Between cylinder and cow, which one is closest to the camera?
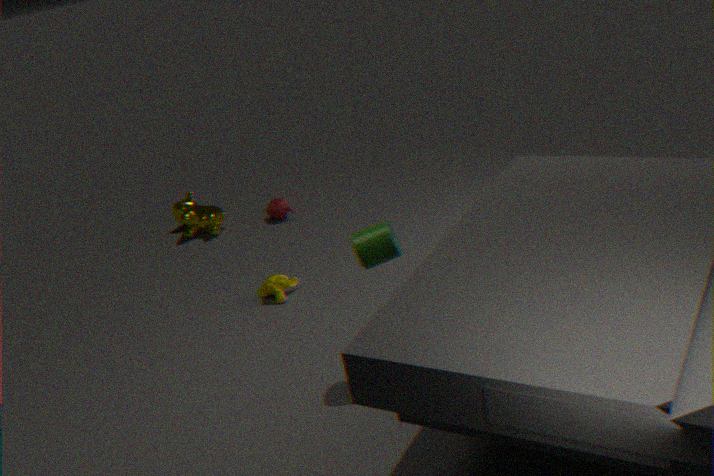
cylinder
